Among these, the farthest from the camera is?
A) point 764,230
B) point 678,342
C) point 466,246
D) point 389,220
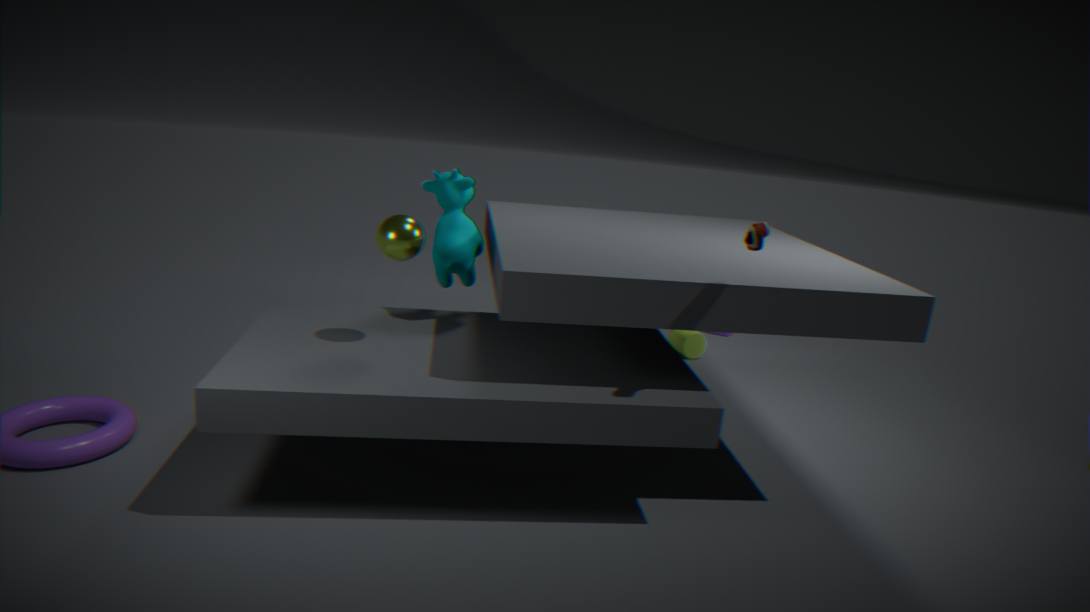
point 678,342
